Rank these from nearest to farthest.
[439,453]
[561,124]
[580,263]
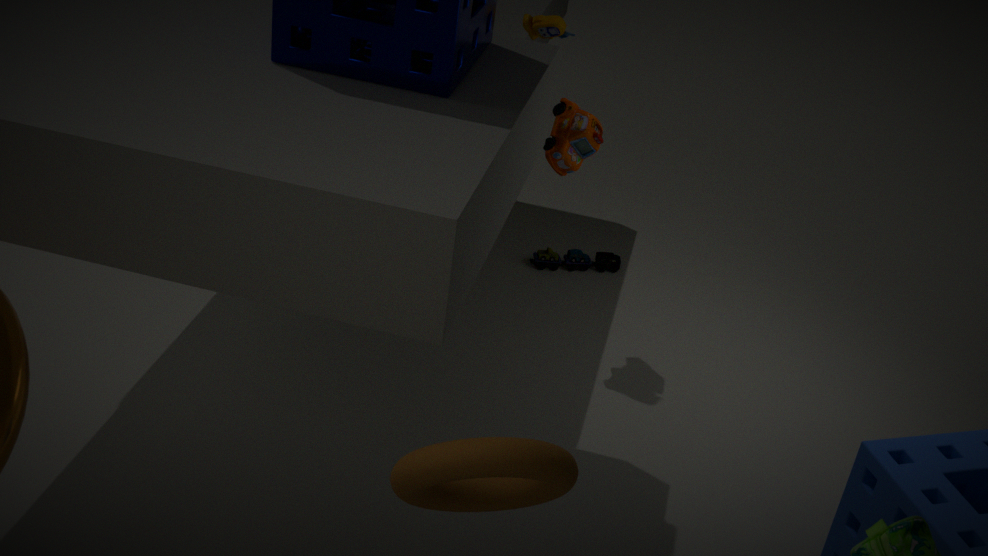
[439,453] → [561,124] → [580,263]
